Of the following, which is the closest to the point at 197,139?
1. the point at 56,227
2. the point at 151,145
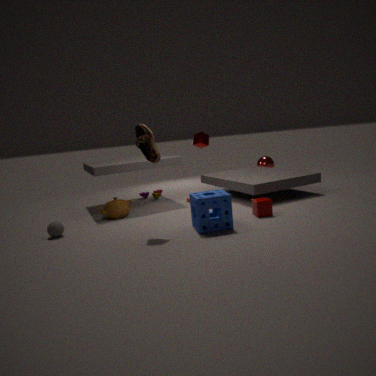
the point at 151,145
